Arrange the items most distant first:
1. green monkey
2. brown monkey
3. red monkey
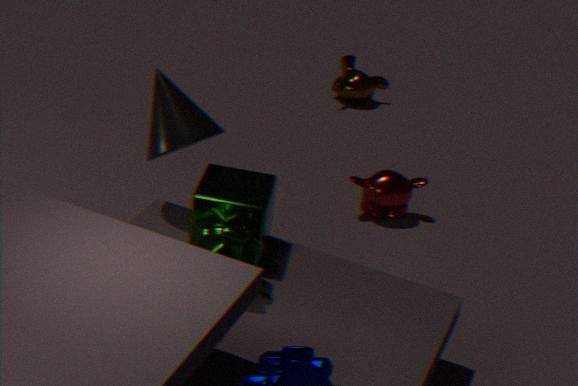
brown monkey < red monkey < green monkey
